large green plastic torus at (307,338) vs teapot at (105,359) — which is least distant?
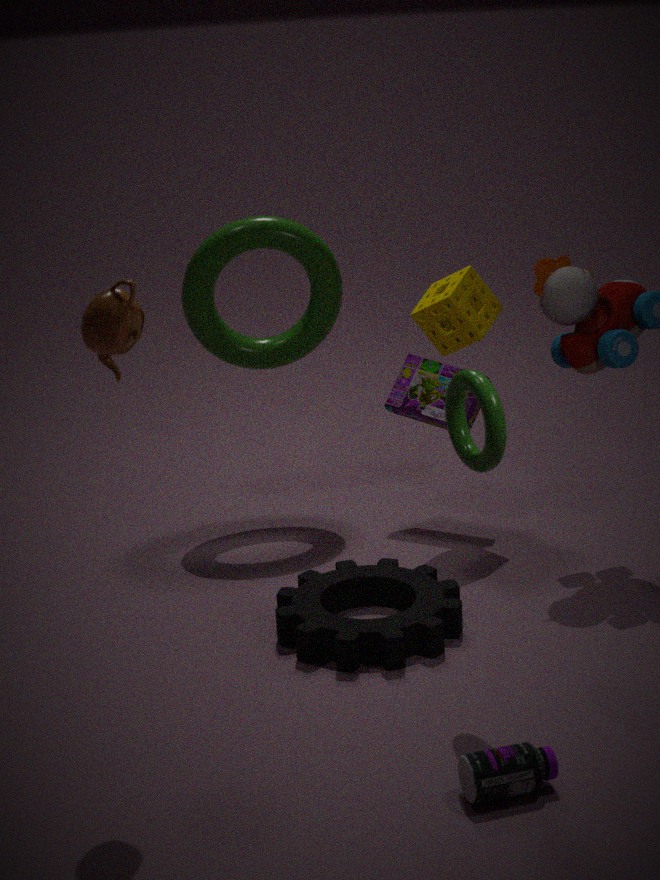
teapot at (105,359)
